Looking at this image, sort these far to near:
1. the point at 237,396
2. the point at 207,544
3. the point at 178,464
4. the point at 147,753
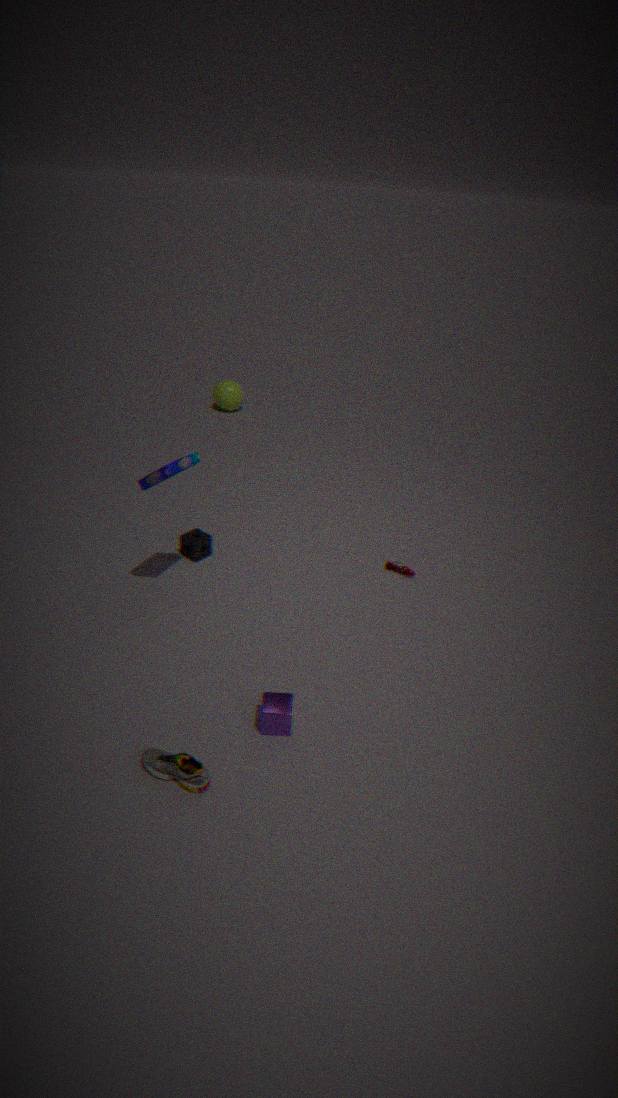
the point at 237,396 < the point at 207,544 < the point at 178,464 < the point at 147,753
